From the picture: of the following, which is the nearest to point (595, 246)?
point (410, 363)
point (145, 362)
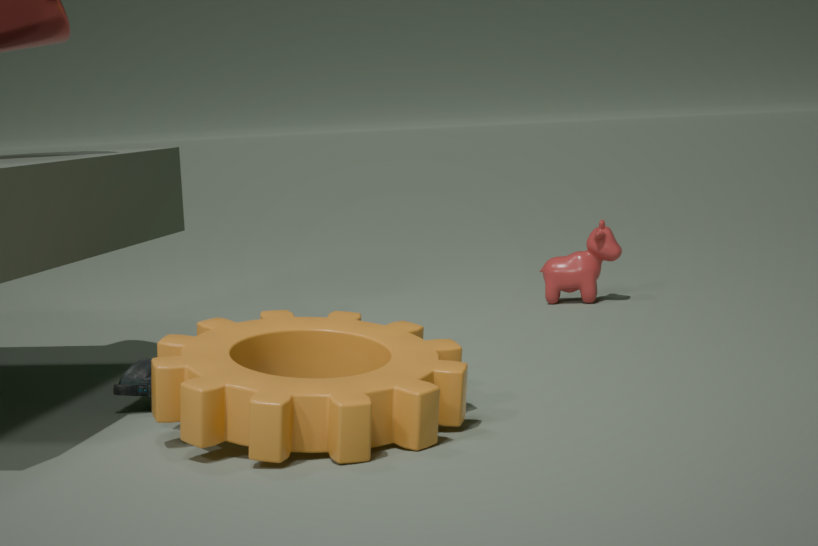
point (145, 362)
